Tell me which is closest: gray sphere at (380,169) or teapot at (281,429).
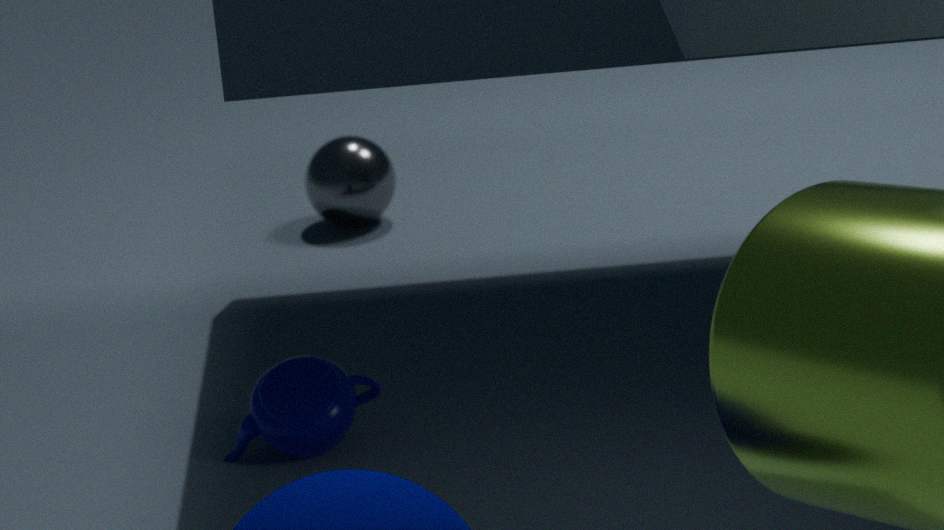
teapot at (281,429)
